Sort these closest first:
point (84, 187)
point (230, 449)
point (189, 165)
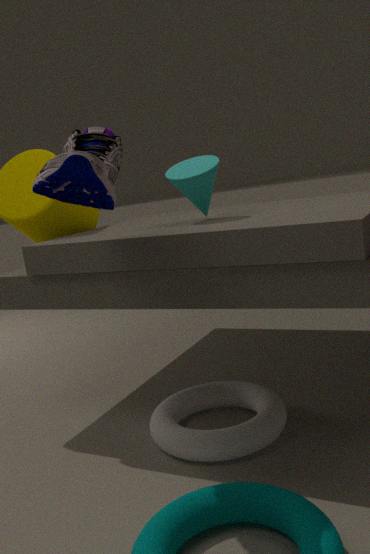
point (84, 187) → point (230, 449) → point (189, 165)
